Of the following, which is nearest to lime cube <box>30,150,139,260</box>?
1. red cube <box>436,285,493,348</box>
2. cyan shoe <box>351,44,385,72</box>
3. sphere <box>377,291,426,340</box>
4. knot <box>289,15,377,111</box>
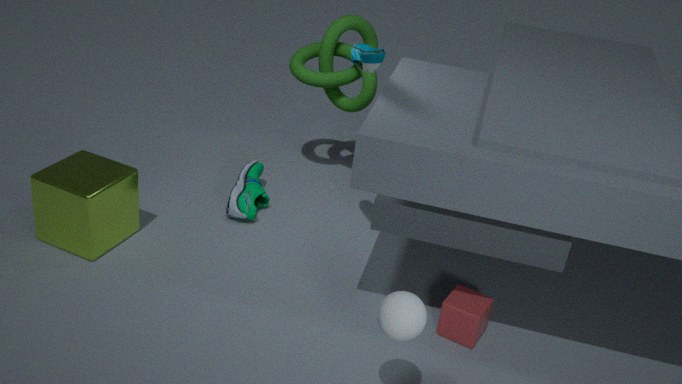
knot <box>289,15,377,111</box>
